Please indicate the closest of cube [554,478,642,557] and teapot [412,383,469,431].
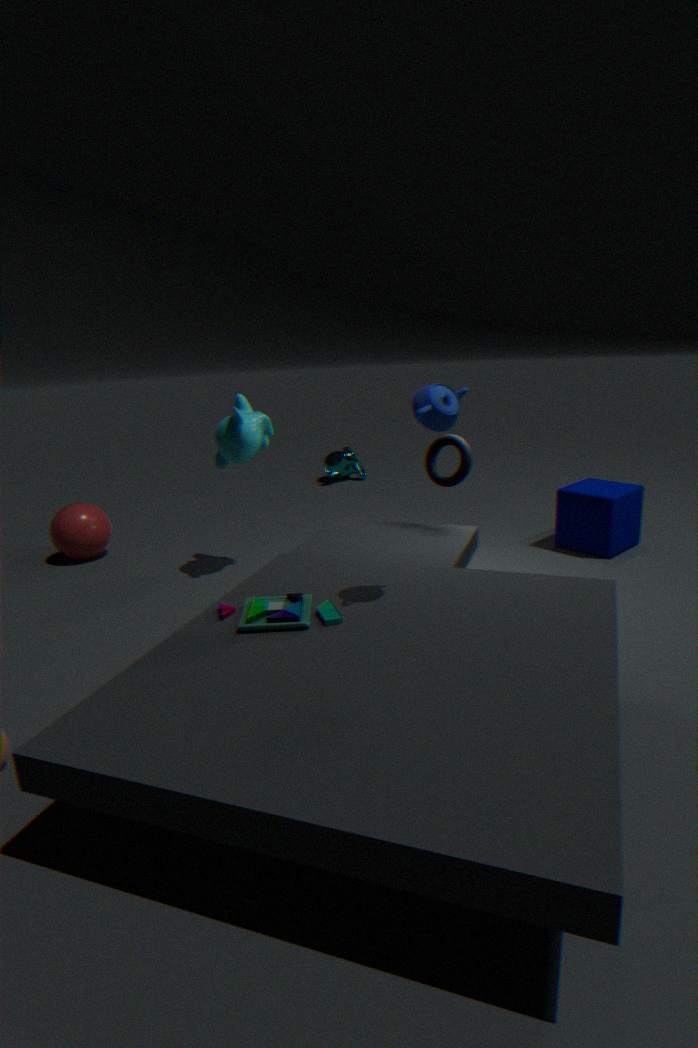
teapot [412,383,469,431]
